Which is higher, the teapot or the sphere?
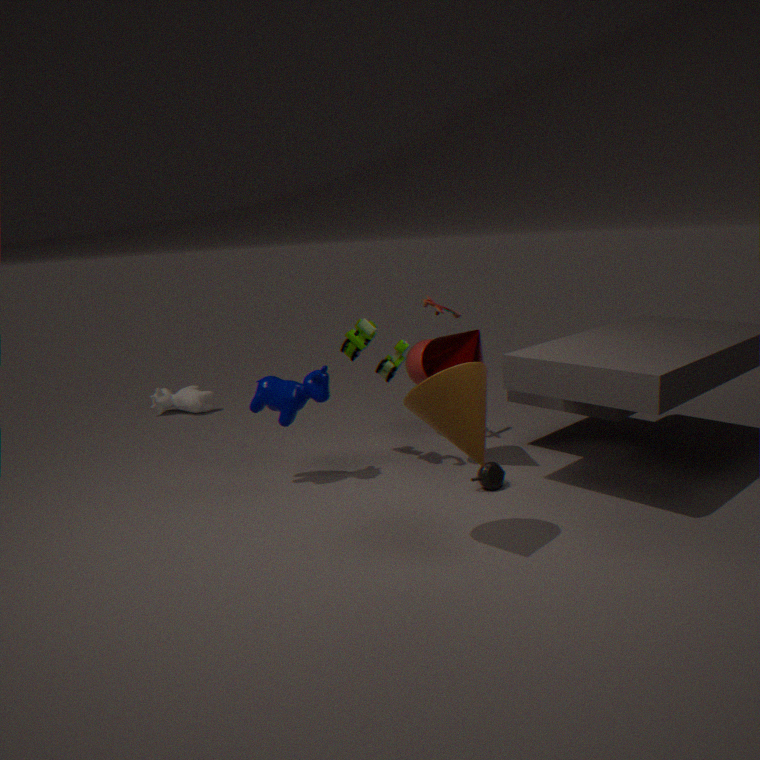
the sphere
